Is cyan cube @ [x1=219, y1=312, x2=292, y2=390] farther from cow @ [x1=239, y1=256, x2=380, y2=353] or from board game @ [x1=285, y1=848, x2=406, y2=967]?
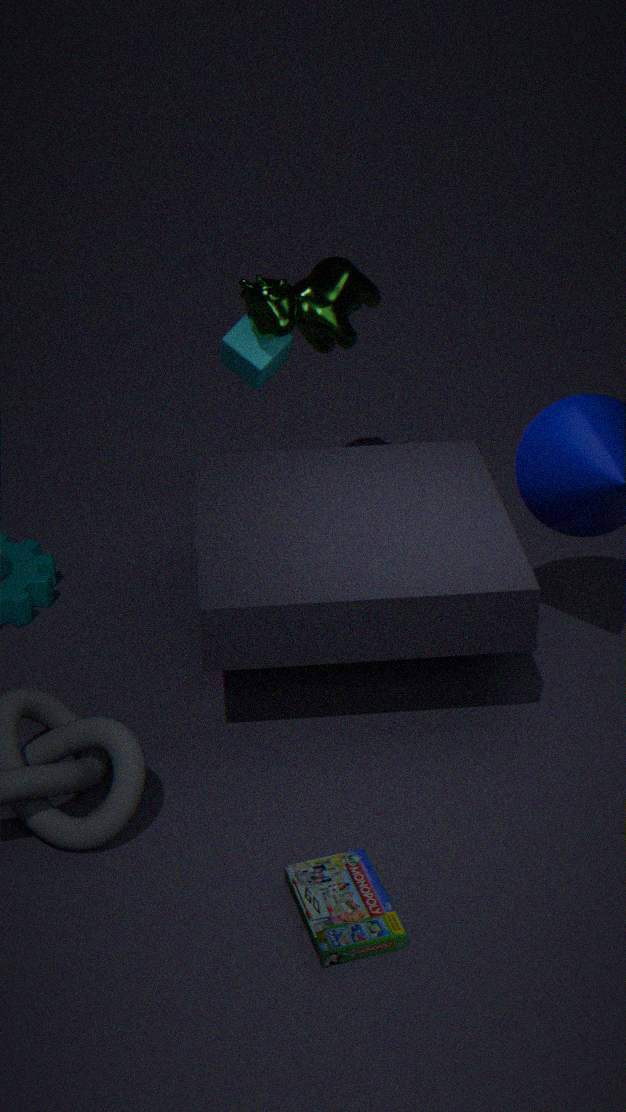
board game @ [x1=285, y1=848, x2=406, y2=967]
